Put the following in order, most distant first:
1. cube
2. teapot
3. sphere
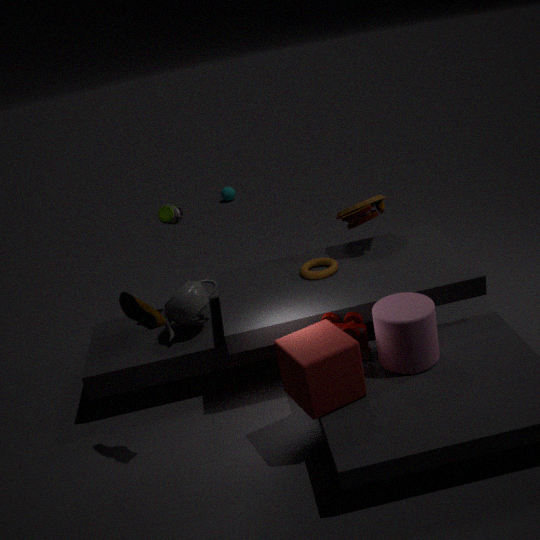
sphere < teapot < cube
